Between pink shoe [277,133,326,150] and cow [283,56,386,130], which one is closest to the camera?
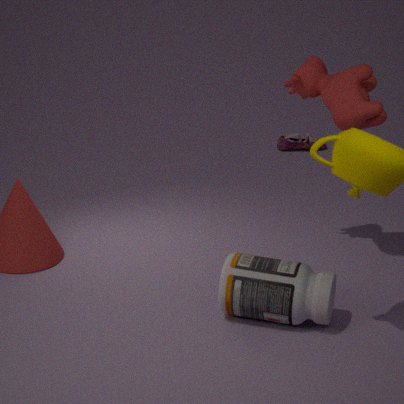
cow [283,56,386,130]
